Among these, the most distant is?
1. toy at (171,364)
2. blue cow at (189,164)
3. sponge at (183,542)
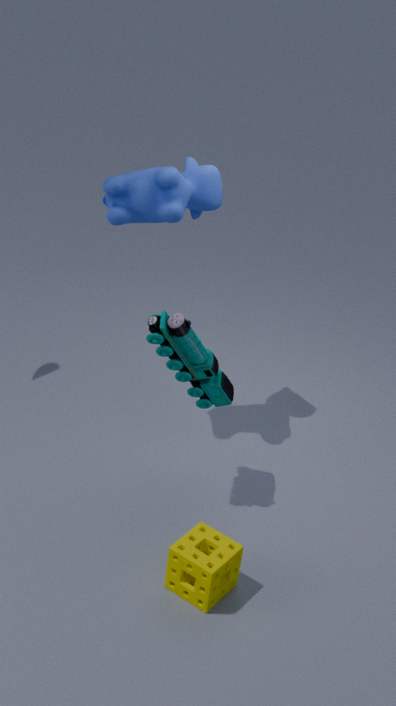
blue cow at (189,164)
